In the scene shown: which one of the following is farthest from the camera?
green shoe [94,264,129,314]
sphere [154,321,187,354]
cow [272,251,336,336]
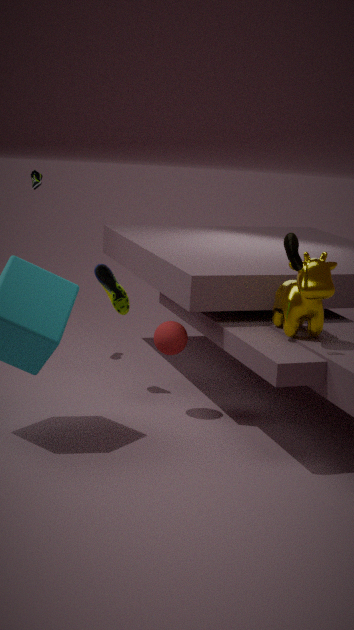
green shoe [94,264,129,314]
